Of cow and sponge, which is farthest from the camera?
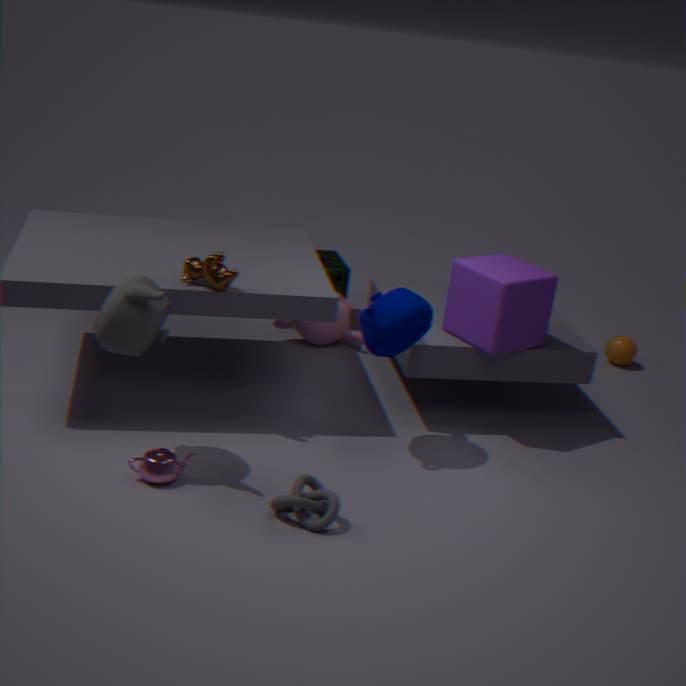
sponge
